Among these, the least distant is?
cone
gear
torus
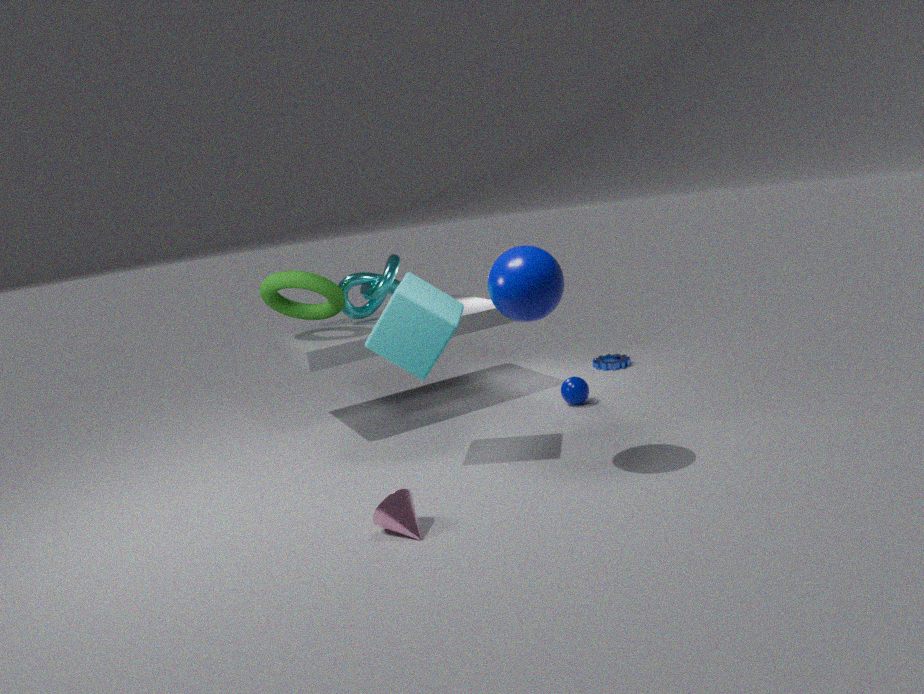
cone
